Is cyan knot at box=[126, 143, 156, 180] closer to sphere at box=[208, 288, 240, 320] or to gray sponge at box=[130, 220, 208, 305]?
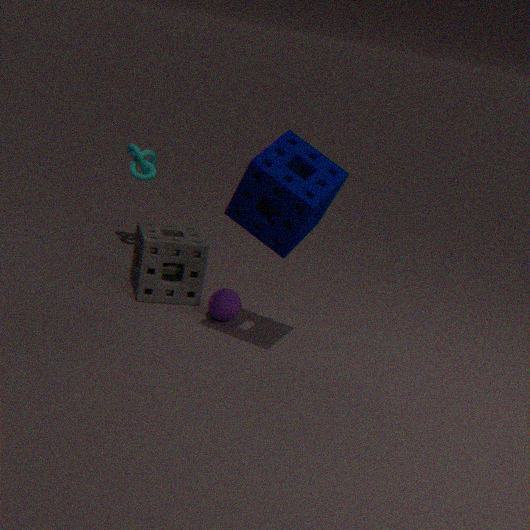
gray sponge at box=[130, 220, 208, 305]
